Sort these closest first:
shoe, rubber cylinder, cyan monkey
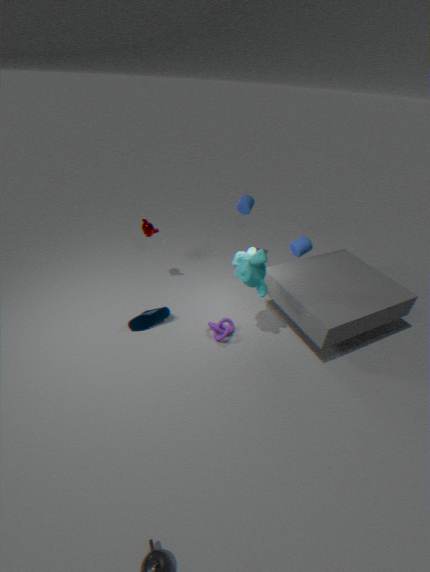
cyan monkey < shoe < rubber cylinder
